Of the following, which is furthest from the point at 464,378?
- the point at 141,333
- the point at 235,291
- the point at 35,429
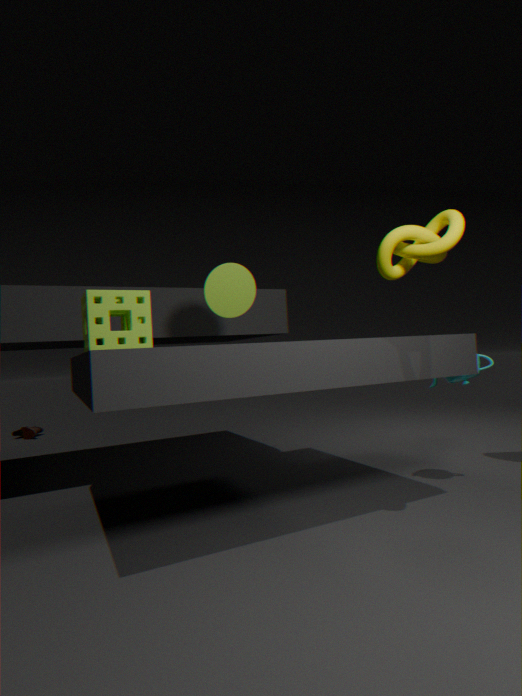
the point at 35,429
